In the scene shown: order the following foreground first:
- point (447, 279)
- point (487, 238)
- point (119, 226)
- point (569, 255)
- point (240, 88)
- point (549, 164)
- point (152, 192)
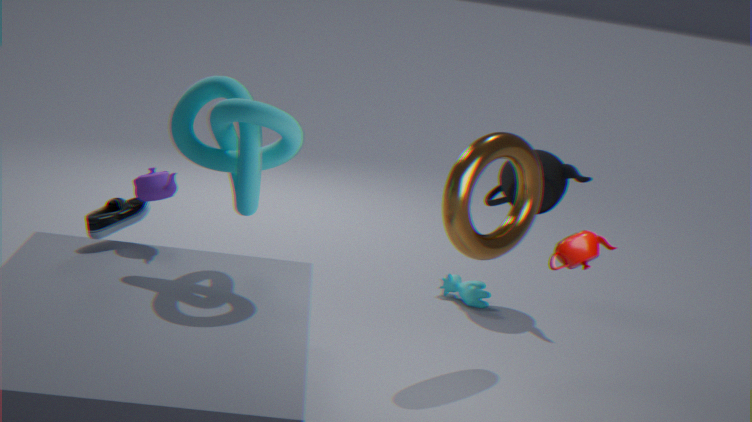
point (569, 255), point (240, 88), point (152, 192), point (119, 226), point (487, 238), point (549, 164), point (447, 279)
